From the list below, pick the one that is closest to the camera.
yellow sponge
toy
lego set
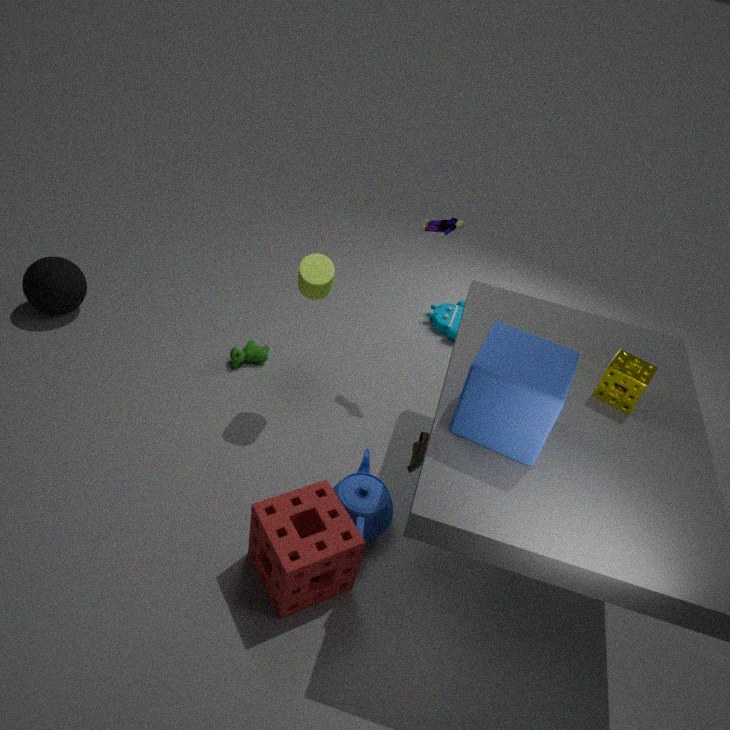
yellow sponge
